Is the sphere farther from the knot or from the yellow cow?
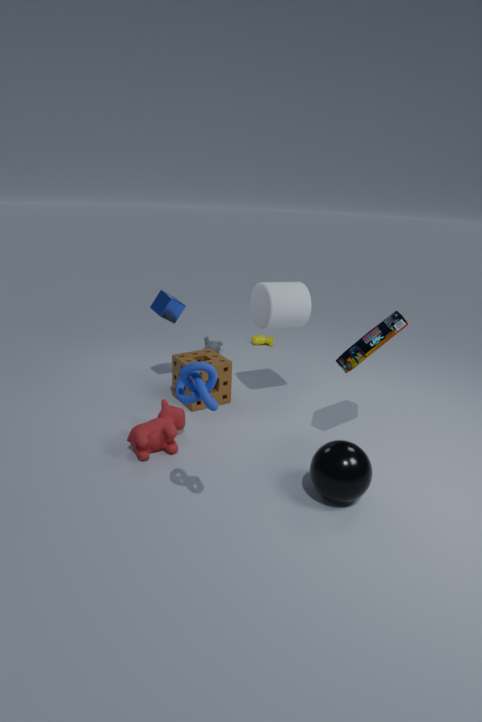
the yellow cow
